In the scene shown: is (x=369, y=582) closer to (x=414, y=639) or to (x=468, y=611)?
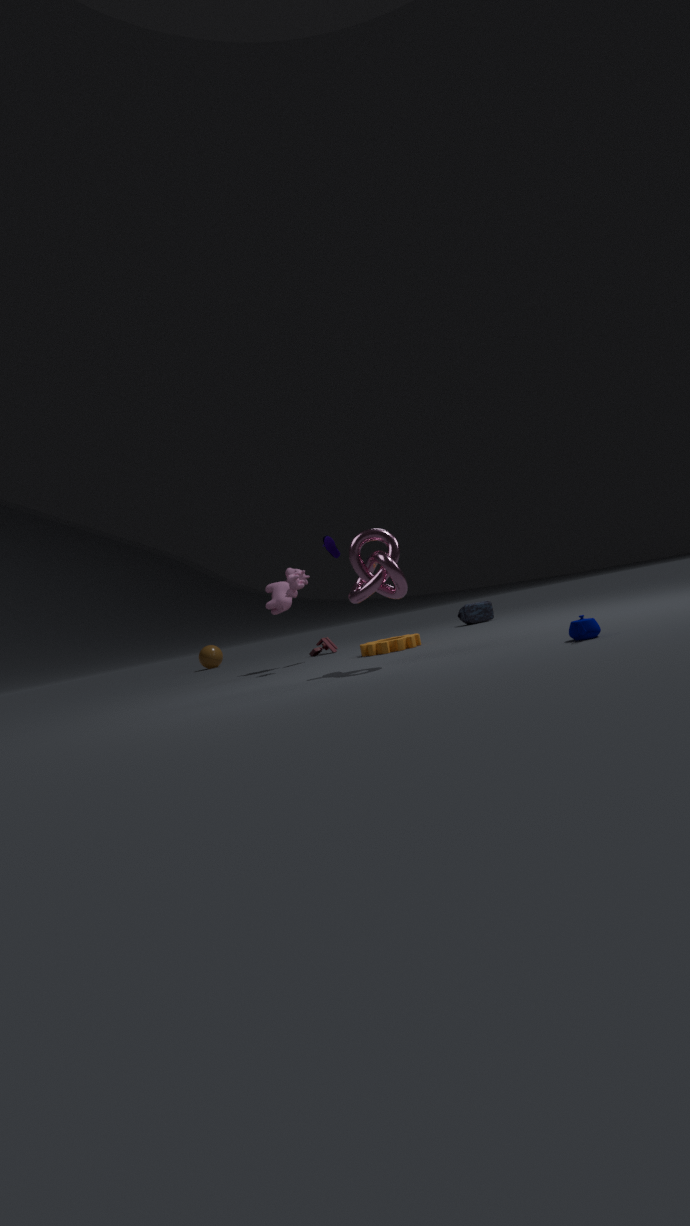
(x=414, y=639)
